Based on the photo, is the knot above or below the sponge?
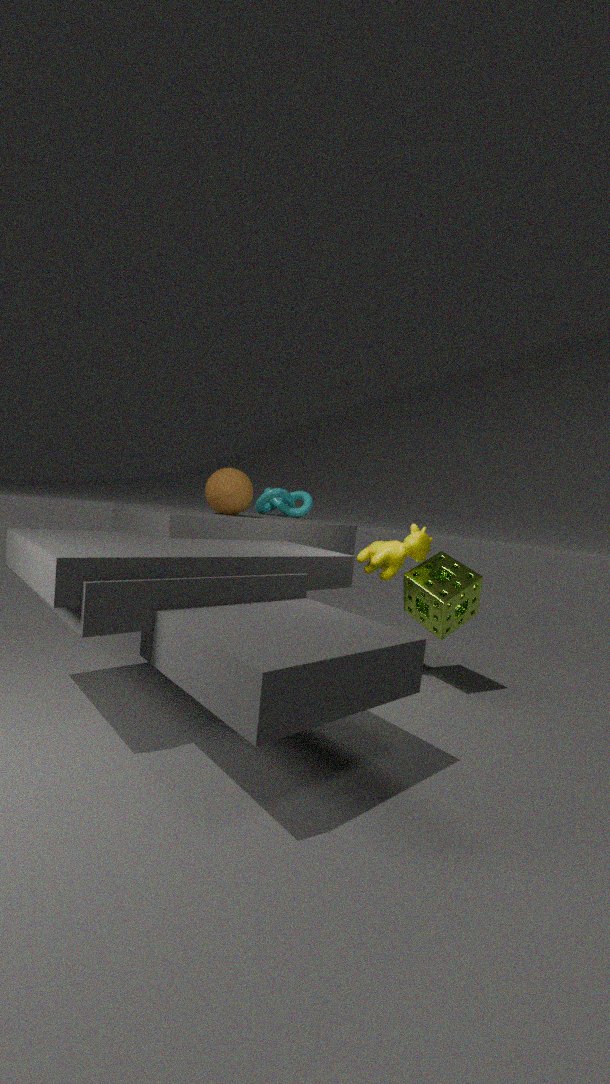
above
